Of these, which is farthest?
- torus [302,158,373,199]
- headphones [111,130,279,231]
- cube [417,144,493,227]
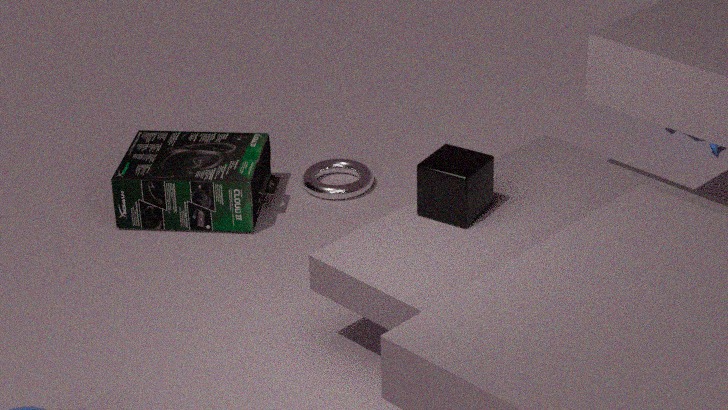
torus [302,158,373,199]
